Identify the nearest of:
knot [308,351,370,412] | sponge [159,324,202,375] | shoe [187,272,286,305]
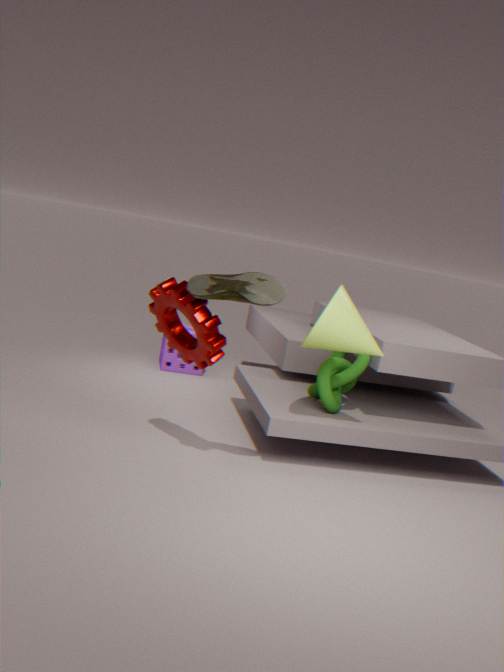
shoe [187,272,286,305]
